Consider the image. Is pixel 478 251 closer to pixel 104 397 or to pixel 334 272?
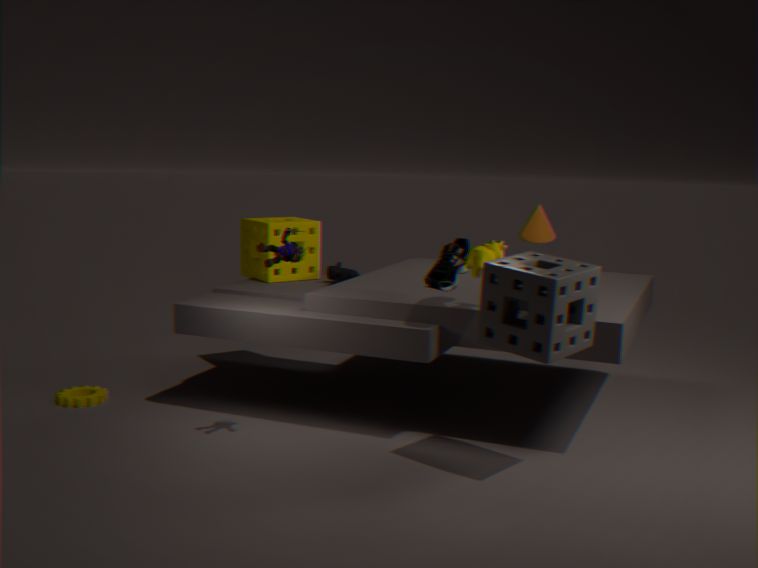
pixel 334 272
